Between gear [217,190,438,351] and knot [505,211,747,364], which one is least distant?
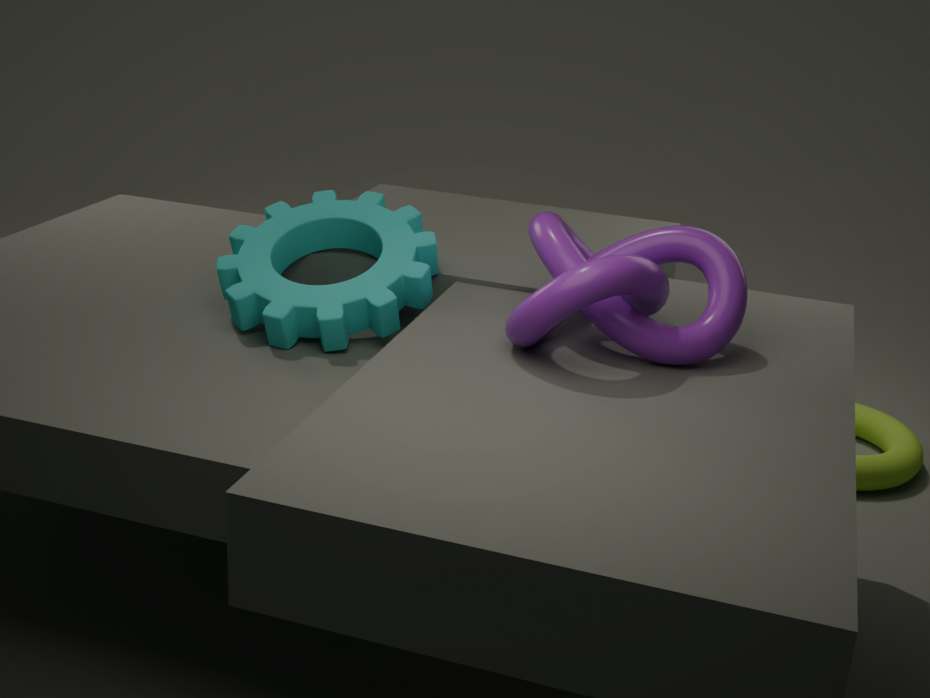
knot [505,211,747,364]
